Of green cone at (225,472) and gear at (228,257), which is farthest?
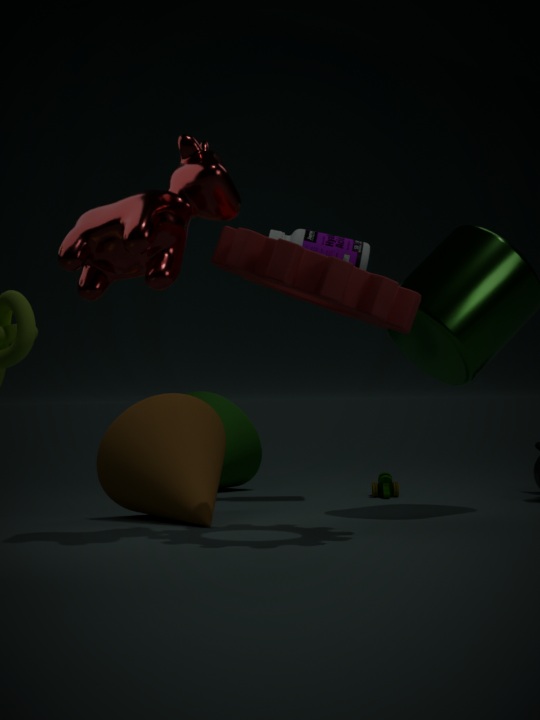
green cone at (225,472)
